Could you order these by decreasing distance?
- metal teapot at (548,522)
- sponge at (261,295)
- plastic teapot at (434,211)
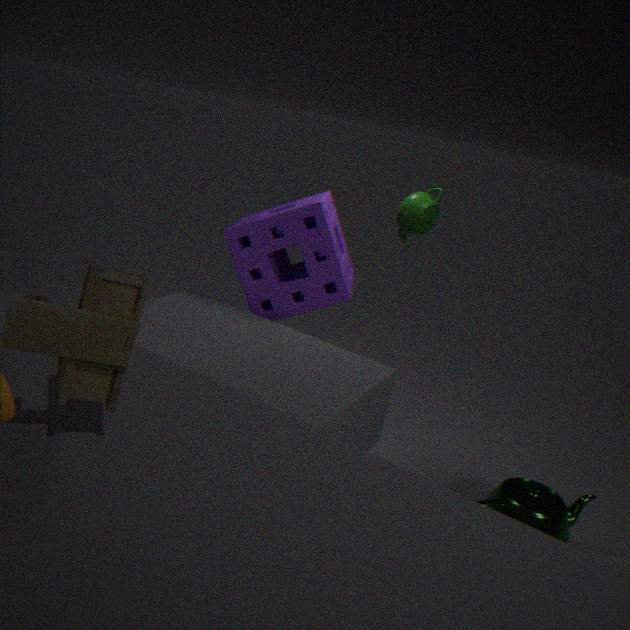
plastic teapot at (434,211), metal teapot at (548,522), sponge at (261,295)
